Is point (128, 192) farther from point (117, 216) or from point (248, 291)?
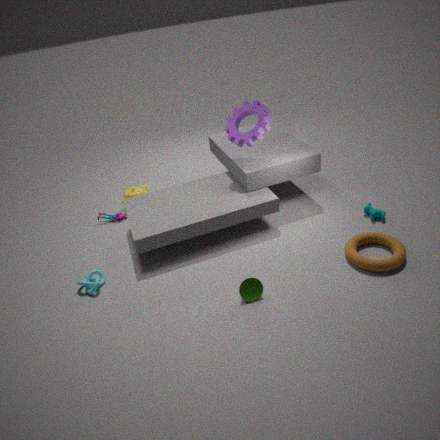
point (248, 291)
